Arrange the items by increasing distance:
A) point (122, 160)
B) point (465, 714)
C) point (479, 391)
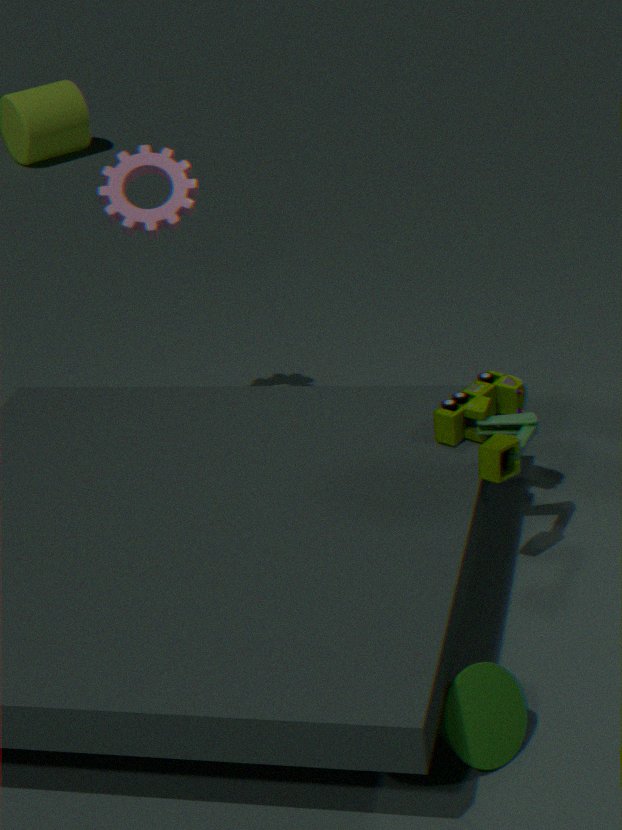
1. point (465, 714)
2. point (479, 391)
3. point (122, 160)
